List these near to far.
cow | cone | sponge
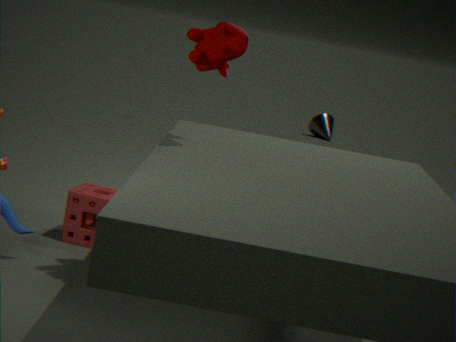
cow → sponge → cone
